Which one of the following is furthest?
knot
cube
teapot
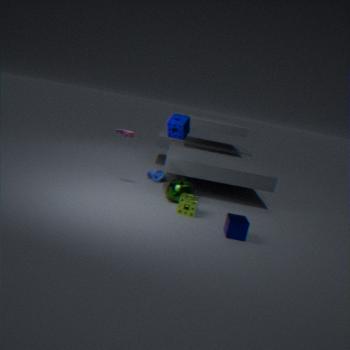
knot
